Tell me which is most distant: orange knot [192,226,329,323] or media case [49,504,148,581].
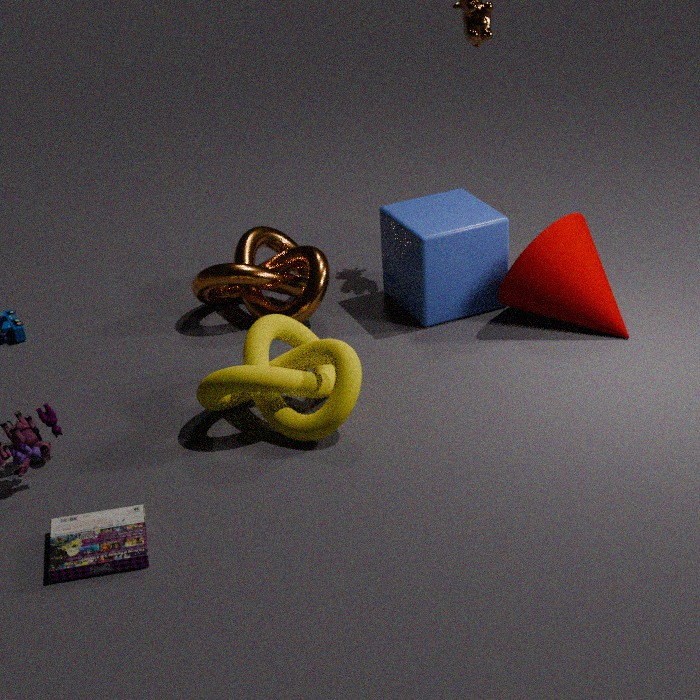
orange knot [192,226,329,323]
